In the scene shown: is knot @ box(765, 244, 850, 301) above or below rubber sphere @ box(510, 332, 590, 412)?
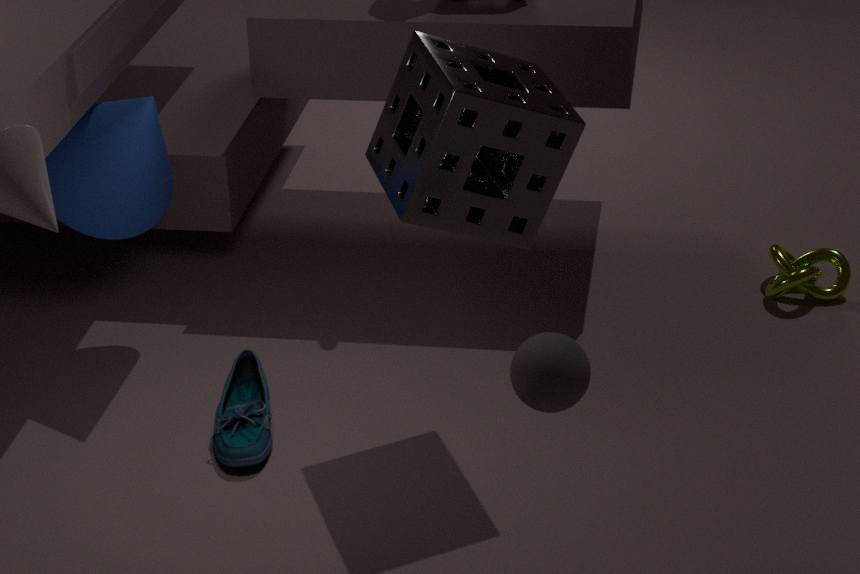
below
